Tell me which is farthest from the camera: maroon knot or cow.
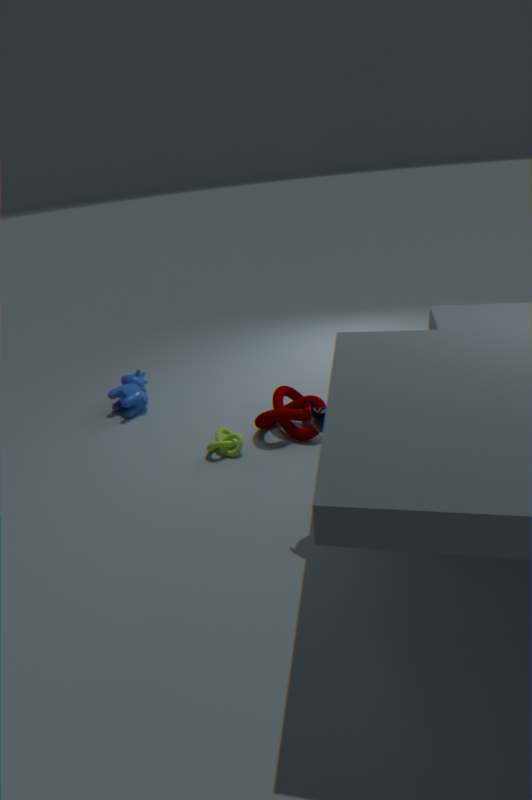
cow
